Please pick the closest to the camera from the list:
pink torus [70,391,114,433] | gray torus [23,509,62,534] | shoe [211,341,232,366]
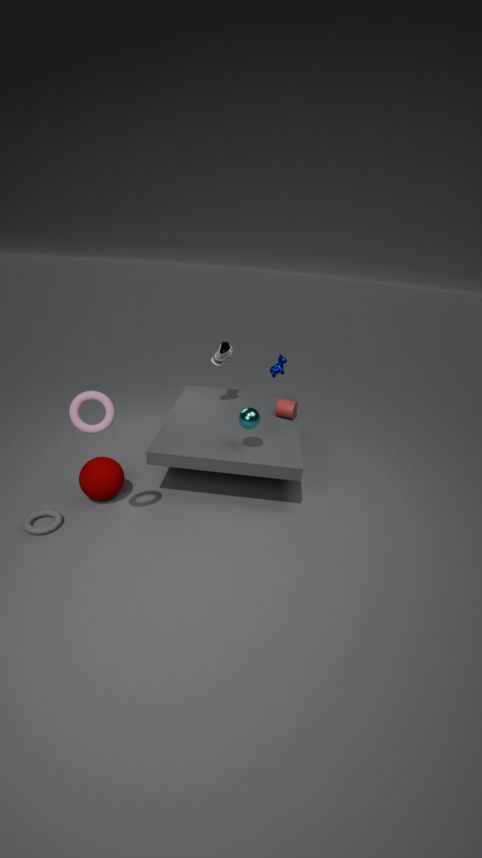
pink torus [70,391,114,433]
